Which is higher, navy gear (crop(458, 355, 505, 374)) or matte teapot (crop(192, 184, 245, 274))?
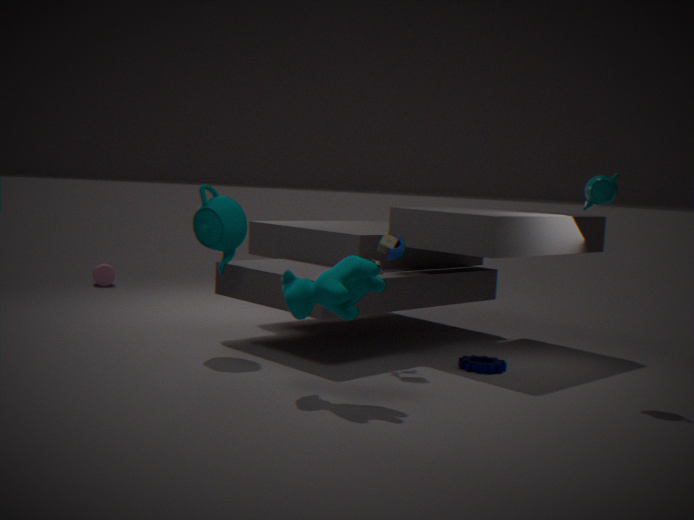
matte teapot (crop(192, 184, 245, 274))
